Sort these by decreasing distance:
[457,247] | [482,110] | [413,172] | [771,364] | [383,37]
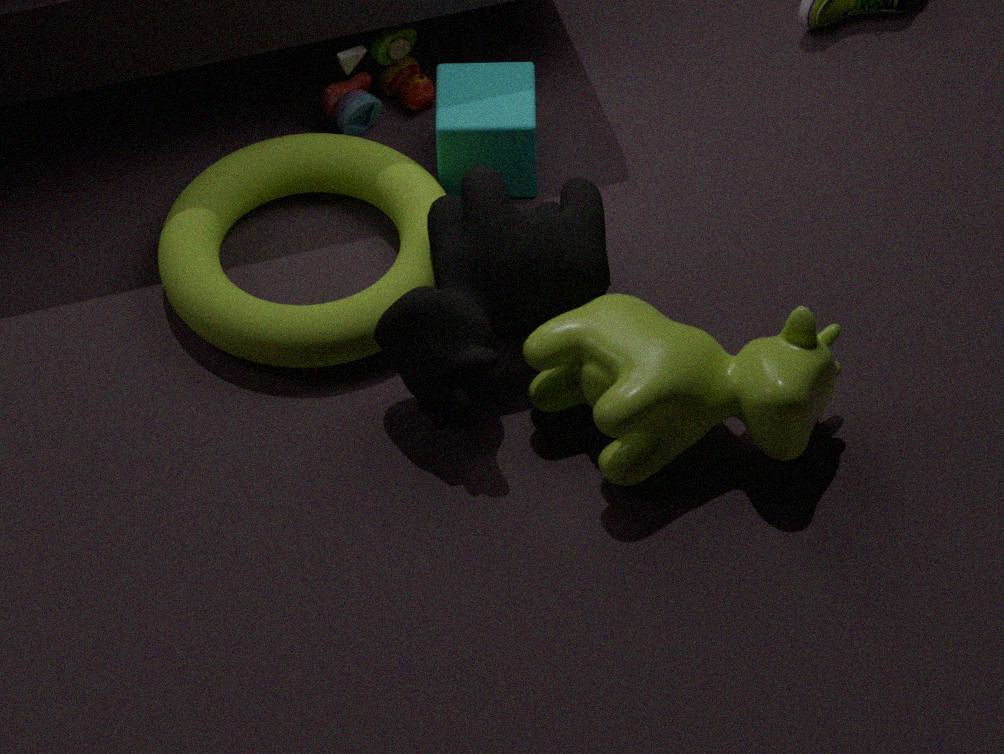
[383,37]
[413,172]
[482,110]
[457,247]
[771,364]
